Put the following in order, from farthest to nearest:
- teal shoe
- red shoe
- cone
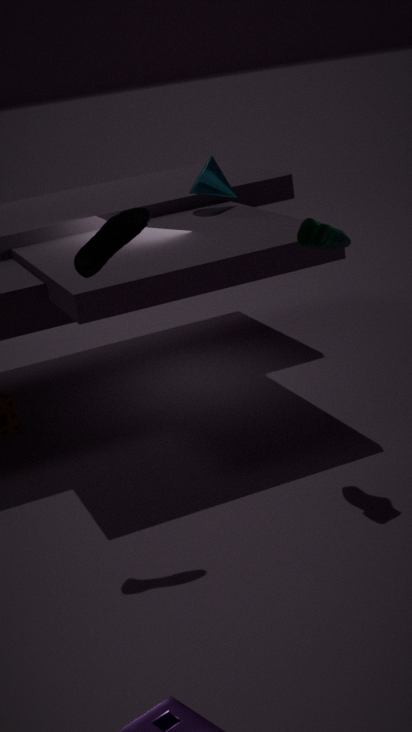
cone < teal shoe < red shoe
